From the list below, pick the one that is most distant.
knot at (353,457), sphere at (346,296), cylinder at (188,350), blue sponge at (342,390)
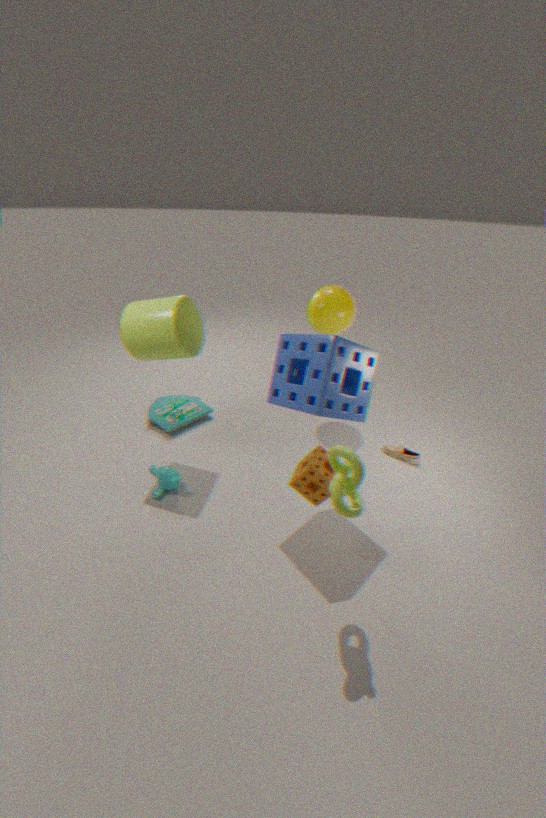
sphere at (346,296)
